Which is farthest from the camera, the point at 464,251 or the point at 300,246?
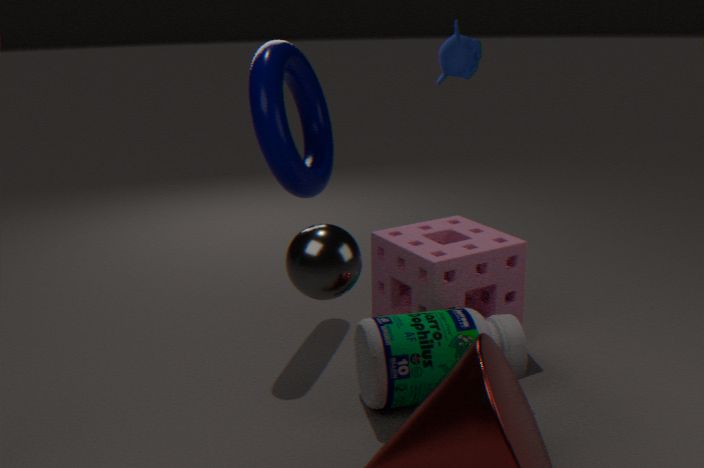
the point at 464,251
